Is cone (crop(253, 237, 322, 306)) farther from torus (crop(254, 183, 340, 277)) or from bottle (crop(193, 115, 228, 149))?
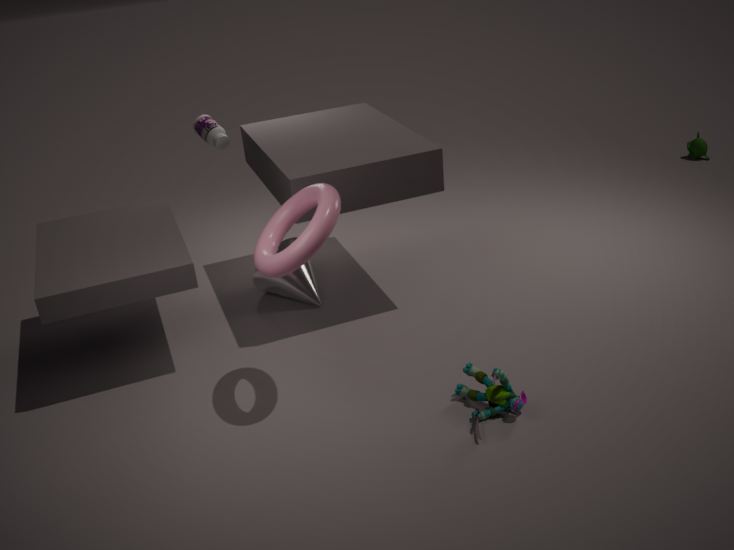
torus (crop(254, 183, 340, 277))
